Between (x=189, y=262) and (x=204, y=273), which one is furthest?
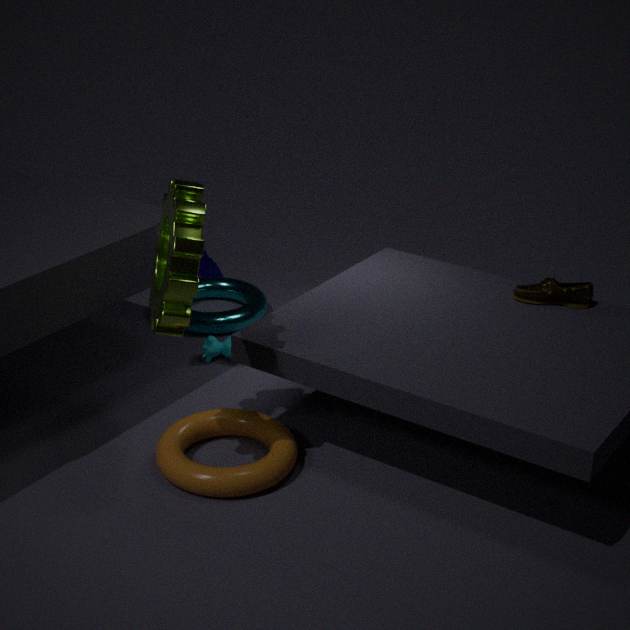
(x=204, y=273)
